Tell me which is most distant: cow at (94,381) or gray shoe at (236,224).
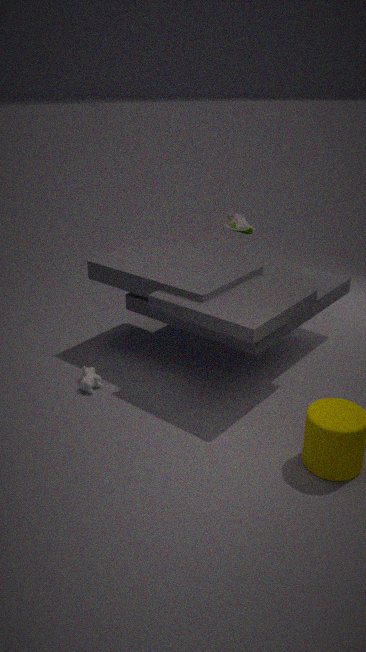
gray shoe at (236,224)
